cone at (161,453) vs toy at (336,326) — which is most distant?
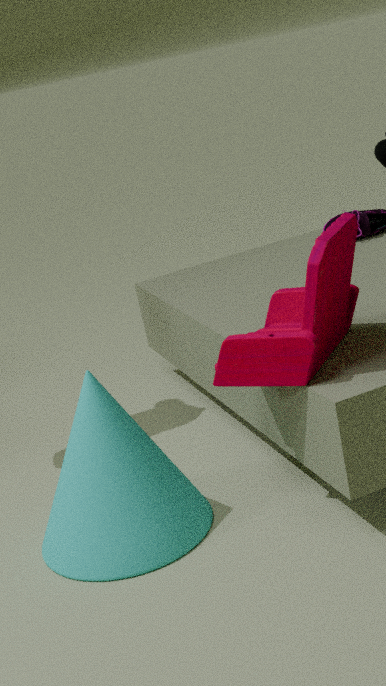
cone at (161,453)
